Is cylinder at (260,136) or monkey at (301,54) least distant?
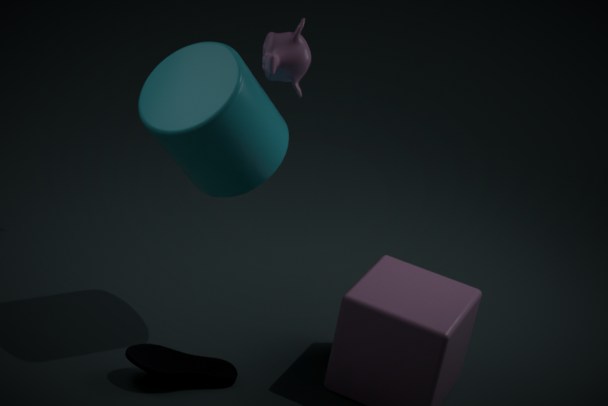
cylinder at (260,136)
